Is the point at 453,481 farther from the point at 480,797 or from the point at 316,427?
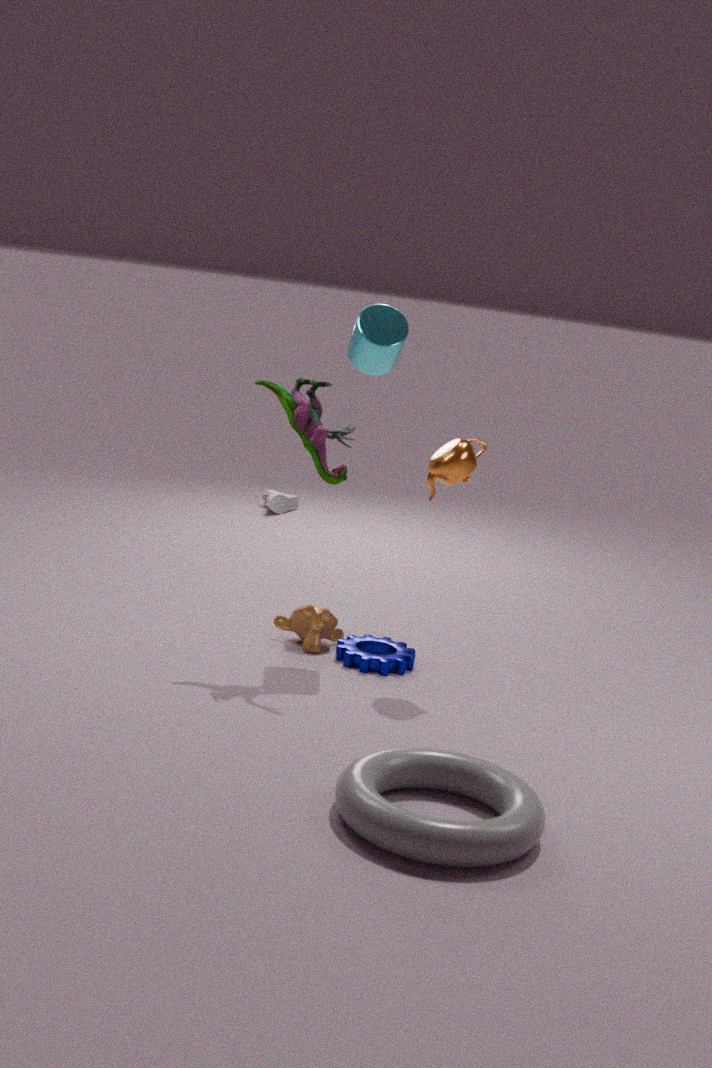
the point at 480,797
